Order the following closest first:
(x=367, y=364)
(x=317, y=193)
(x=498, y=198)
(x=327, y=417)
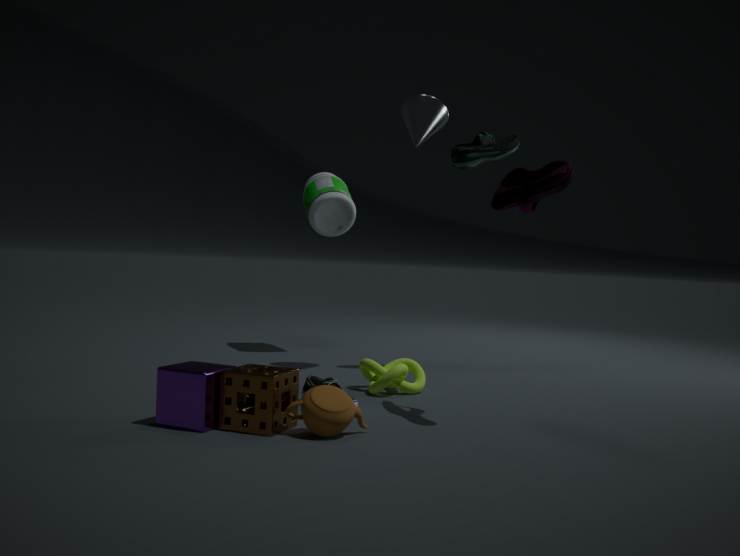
(x=327, y=417) < (x=498, y=198) < (x=367, y=364) < (x=317, y=193)
